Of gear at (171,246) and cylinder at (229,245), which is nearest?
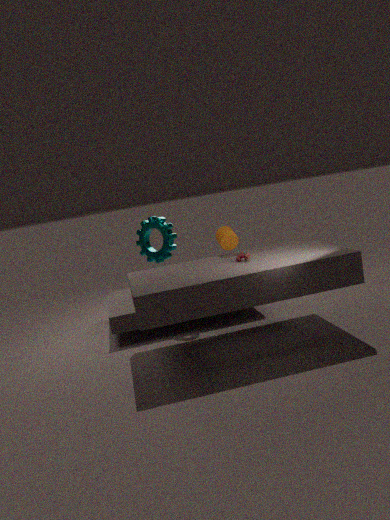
cylinder at (229,245)
